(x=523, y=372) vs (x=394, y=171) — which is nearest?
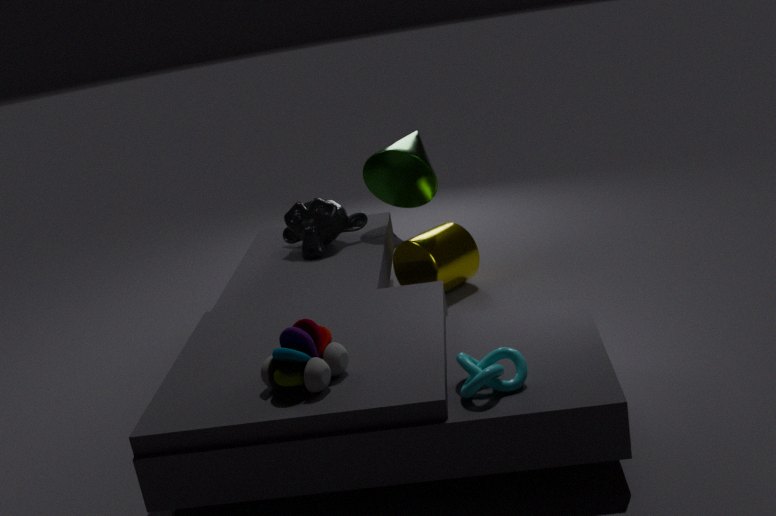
(x=523, y=372)
